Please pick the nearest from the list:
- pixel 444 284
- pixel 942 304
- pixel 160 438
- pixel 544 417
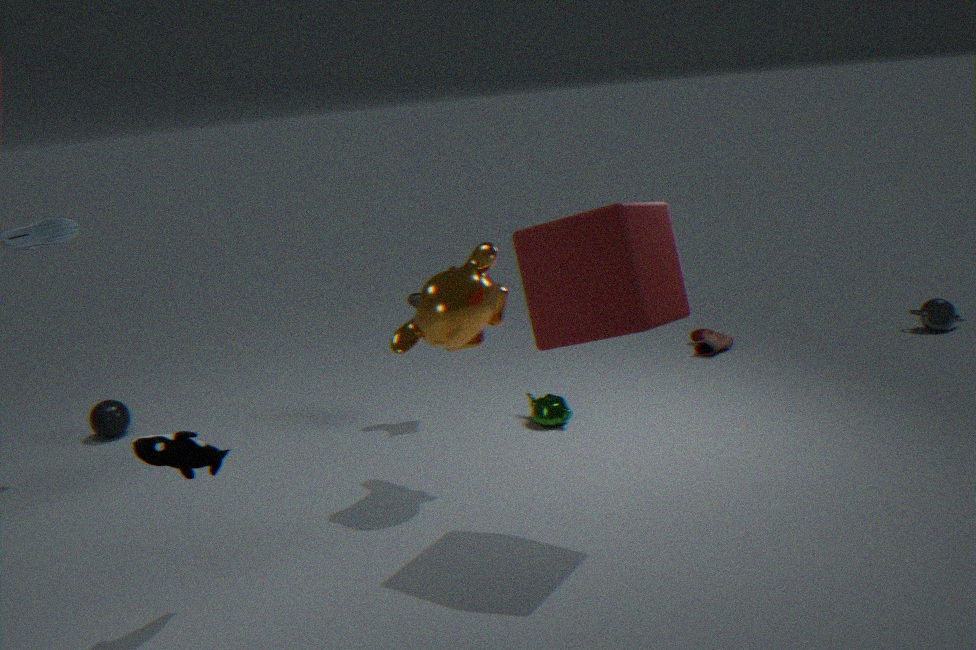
pixel 160 438
